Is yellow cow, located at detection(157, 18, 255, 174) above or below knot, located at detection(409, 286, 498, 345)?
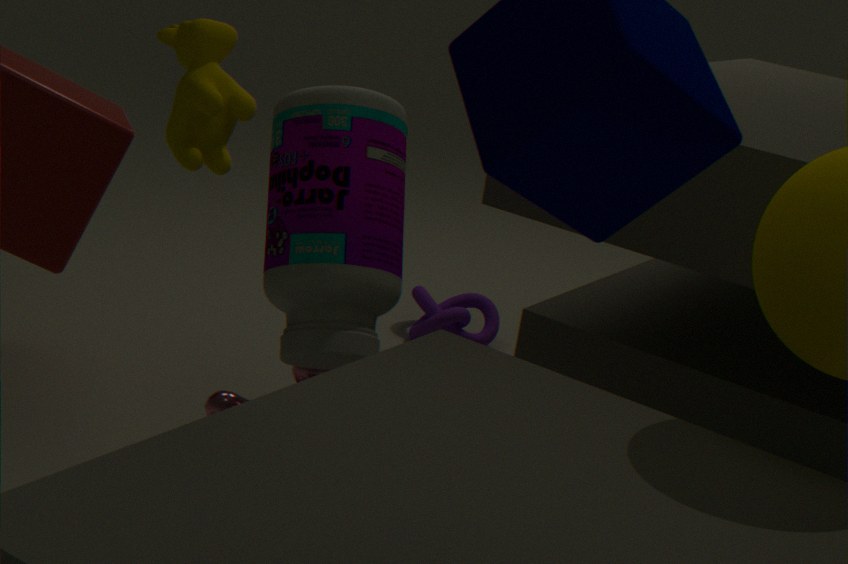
above
